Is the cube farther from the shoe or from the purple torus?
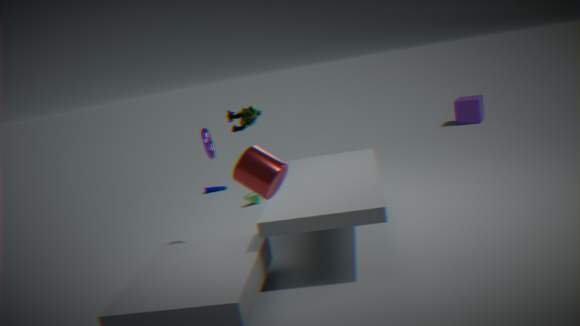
the purple torus
